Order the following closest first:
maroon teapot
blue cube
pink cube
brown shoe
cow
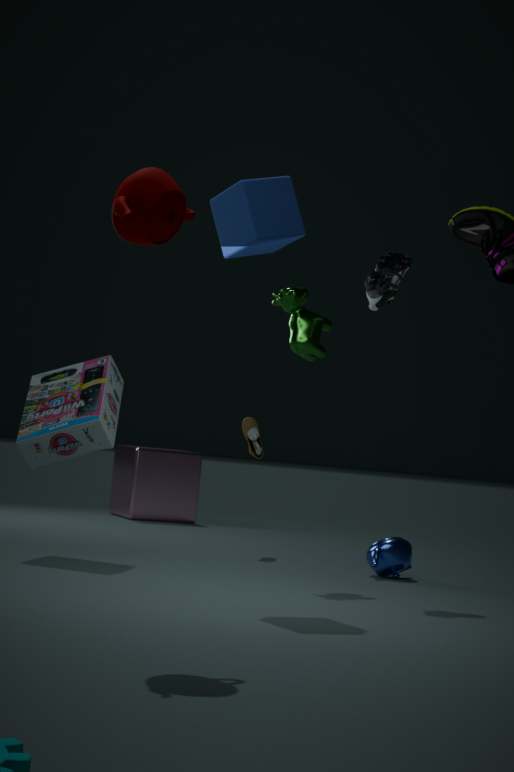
maroon teapot
blue cube
cow
brown shoe
pink cube
